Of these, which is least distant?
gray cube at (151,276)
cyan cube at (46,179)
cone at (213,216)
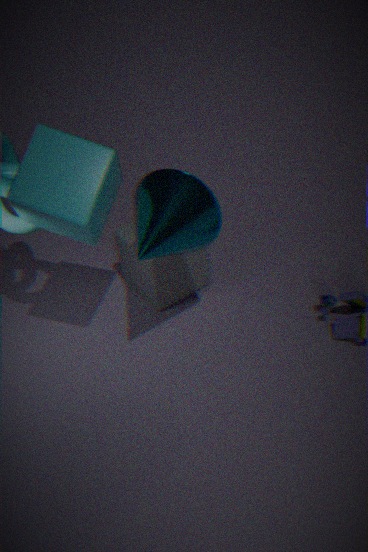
cyan cube at (46,179)
